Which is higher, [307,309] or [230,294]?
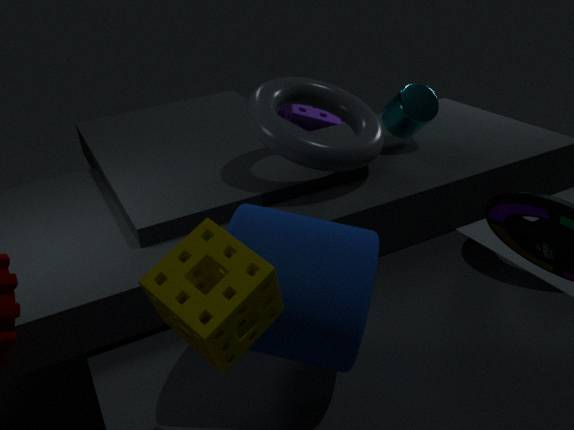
[230,294]
